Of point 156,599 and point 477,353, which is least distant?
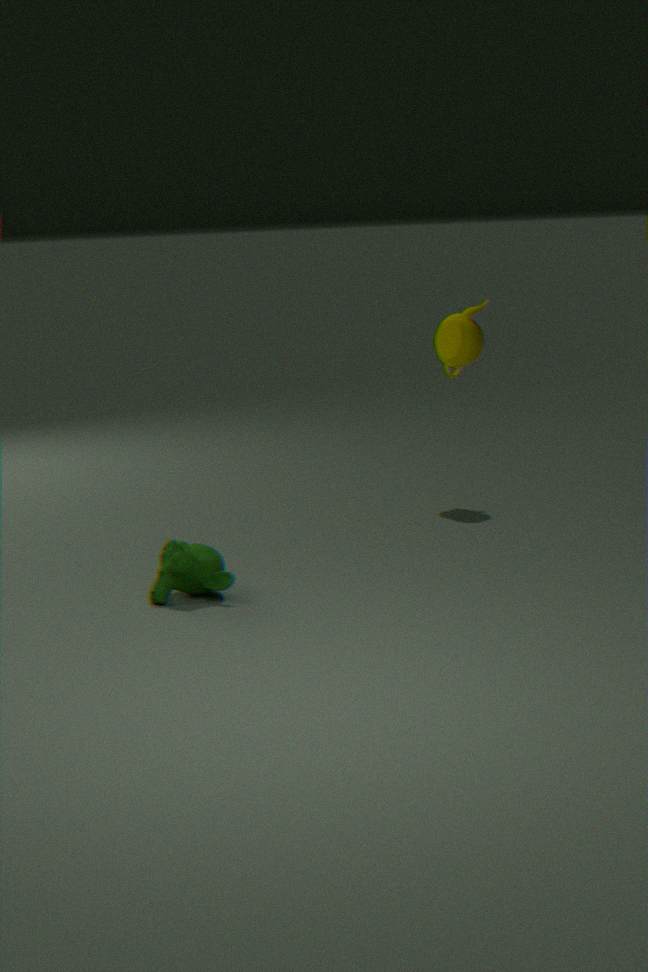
point 156,599
